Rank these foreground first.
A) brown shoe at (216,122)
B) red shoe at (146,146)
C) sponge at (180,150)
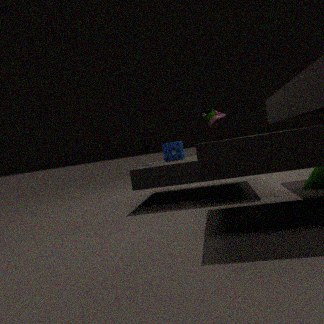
A. brown shoe at (216,122) < B. red shoe at (146,146) < C. sponge at (180,150)
